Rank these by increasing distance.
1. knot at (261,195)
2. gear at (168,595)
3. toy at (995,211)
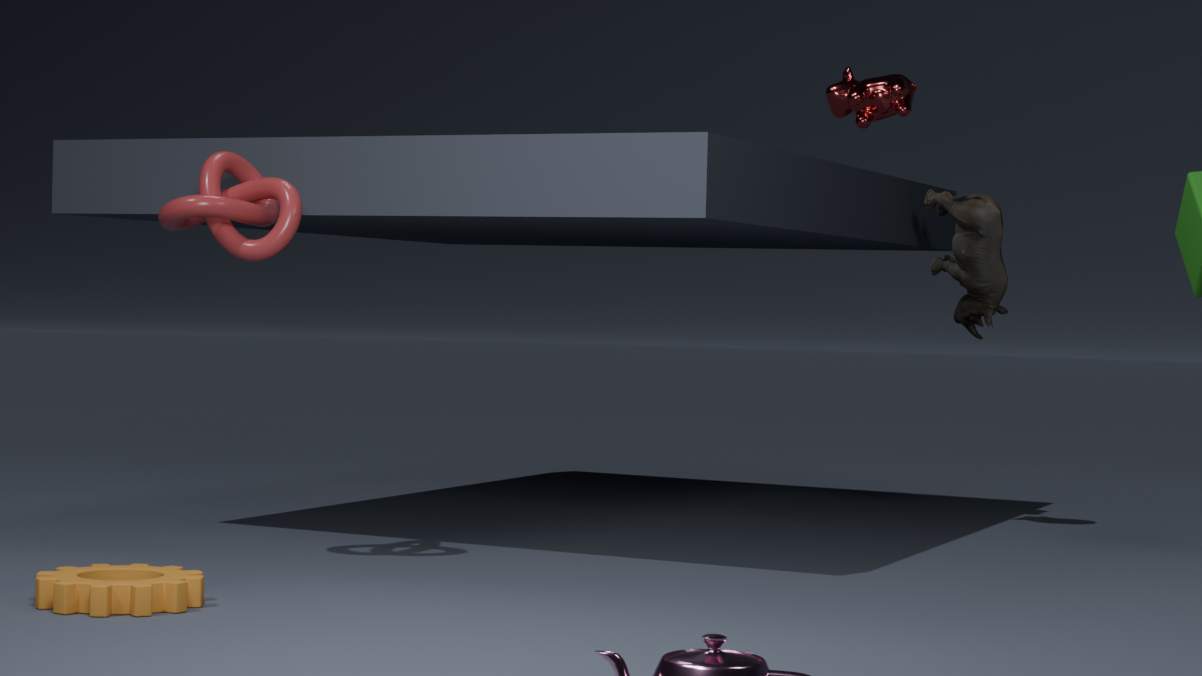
gear at (168,595), knot at (261,195), toy at (995,211)
